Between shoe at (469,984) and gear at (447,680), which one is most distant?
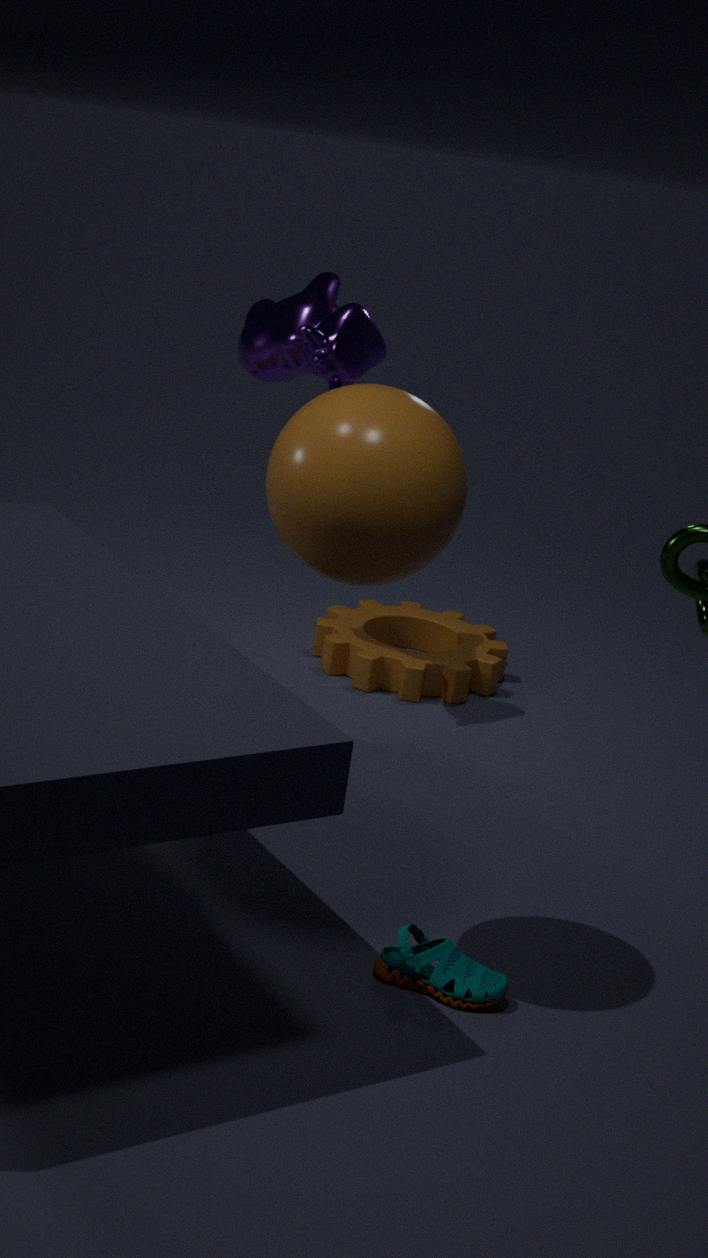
gear at (447,680)
